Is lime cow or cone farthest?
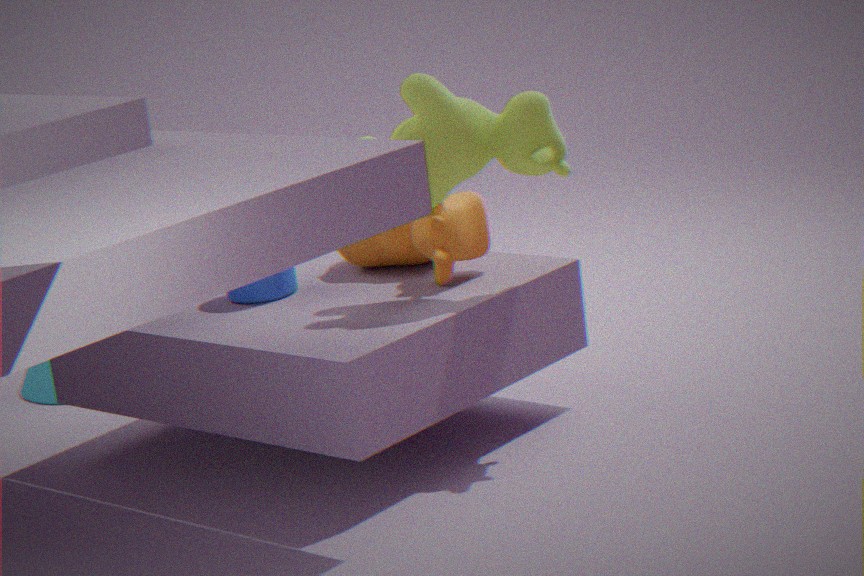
cone
